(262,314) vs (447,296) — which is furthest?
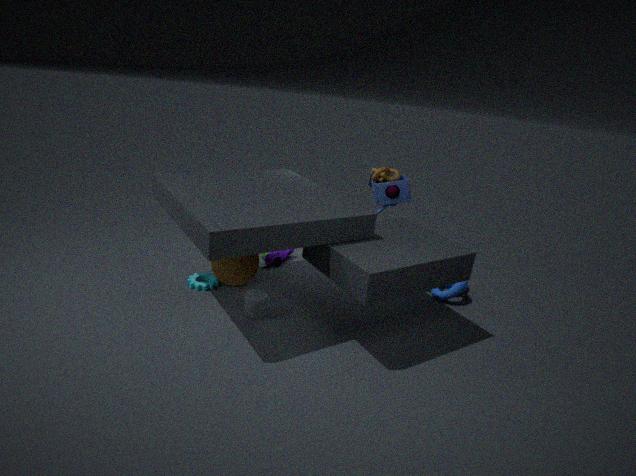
(447,296)
